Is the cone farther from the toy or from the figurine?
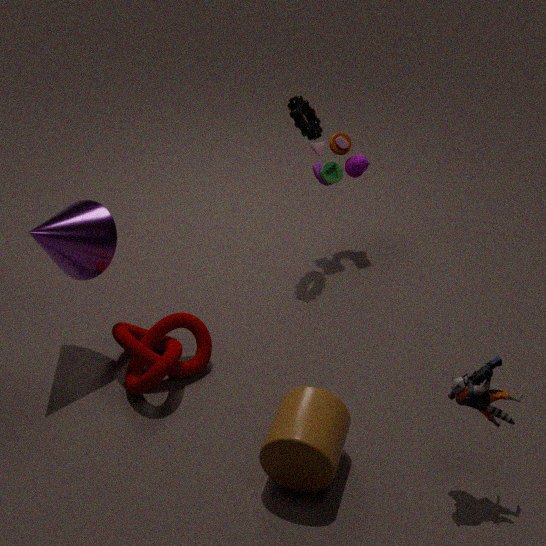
the figurine
